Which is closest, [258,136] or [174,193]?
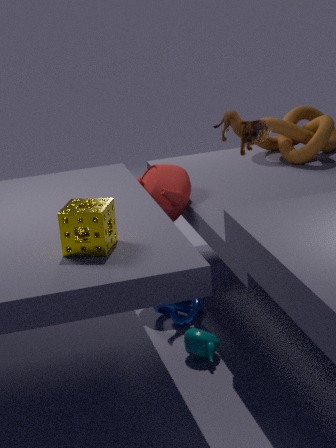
[258,136]
